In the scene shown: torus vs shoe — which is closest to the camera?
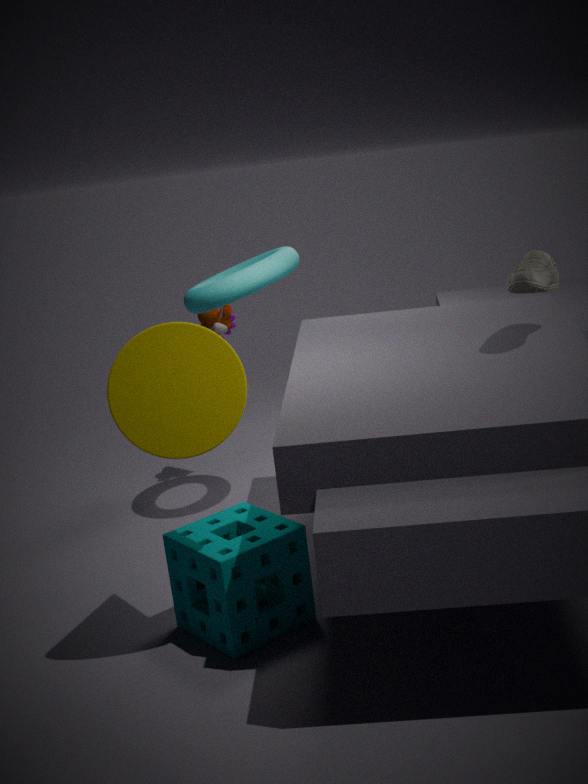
shoe
